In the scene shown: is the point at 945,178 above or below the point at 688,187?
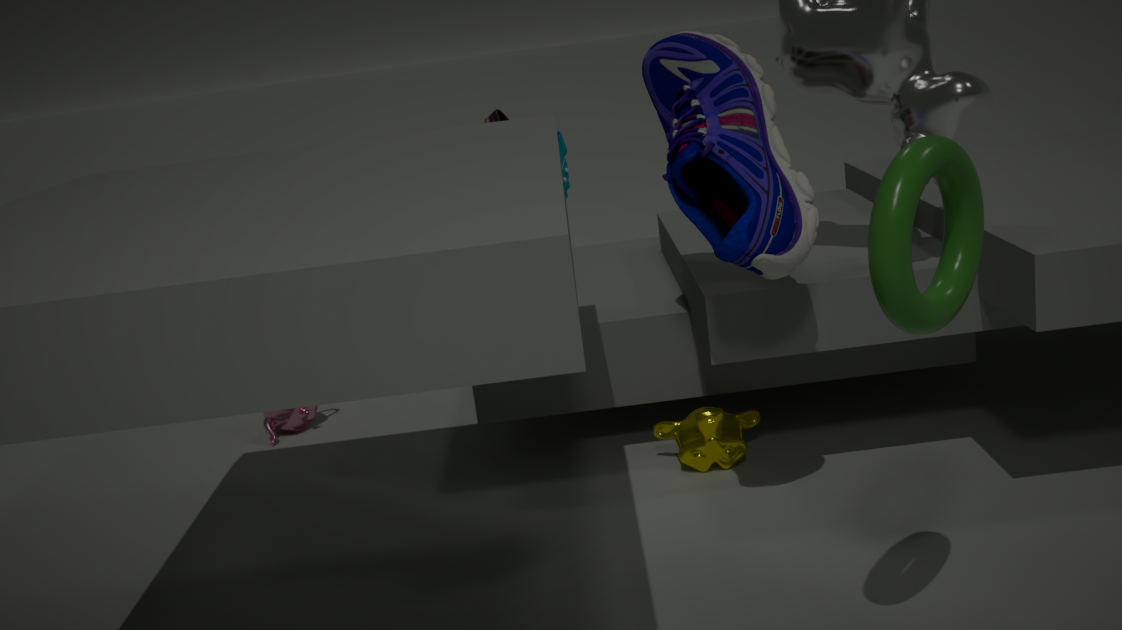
below
